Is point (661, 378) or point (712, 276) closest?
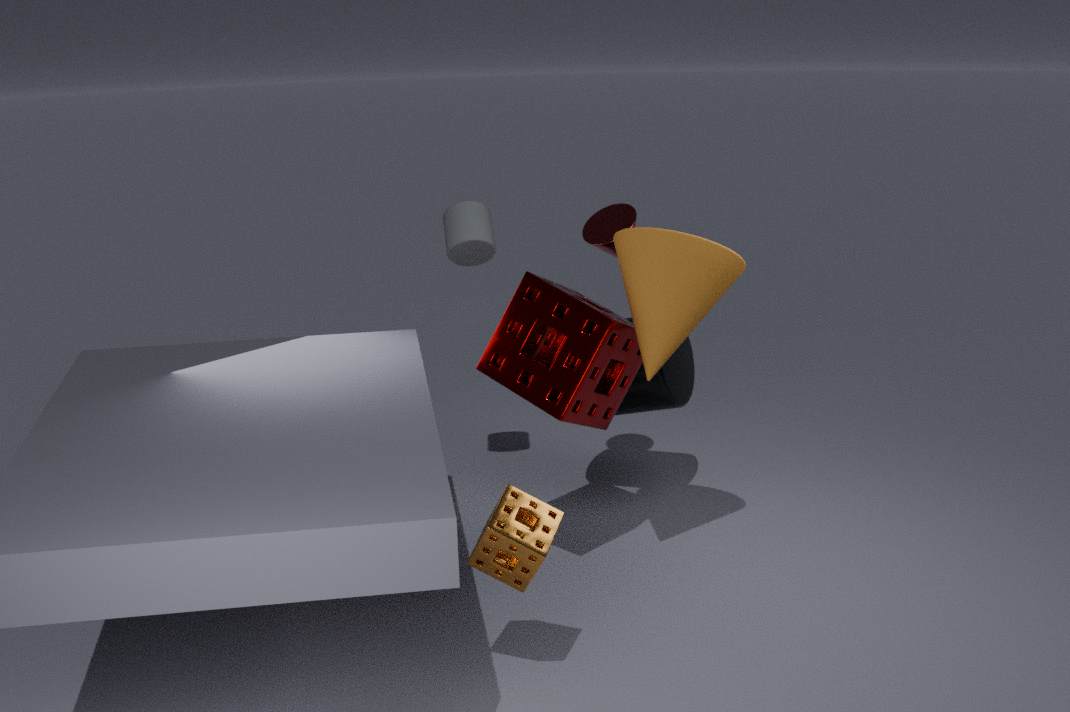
point (712, 276)
